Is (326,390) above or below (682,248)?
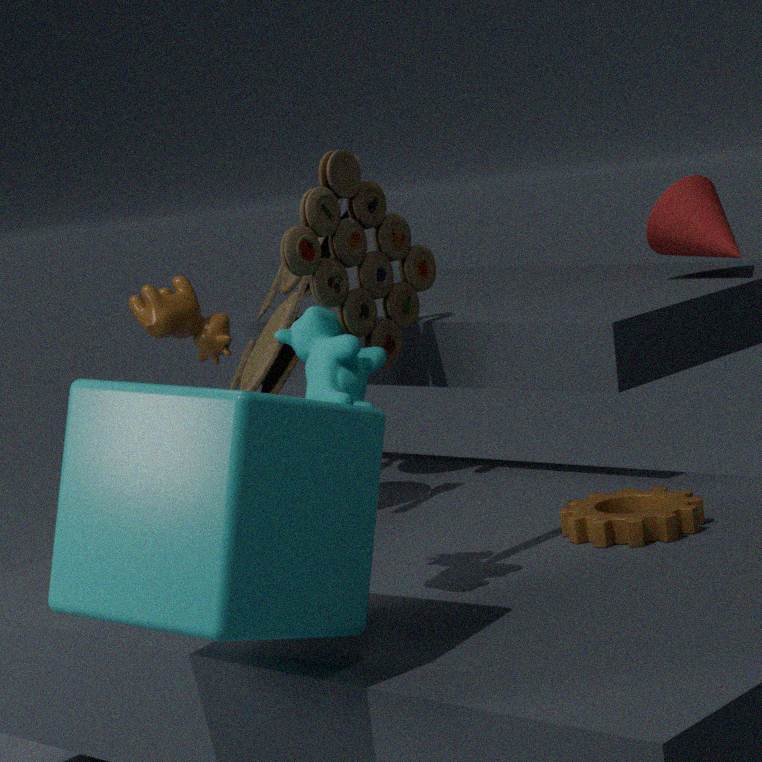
below
